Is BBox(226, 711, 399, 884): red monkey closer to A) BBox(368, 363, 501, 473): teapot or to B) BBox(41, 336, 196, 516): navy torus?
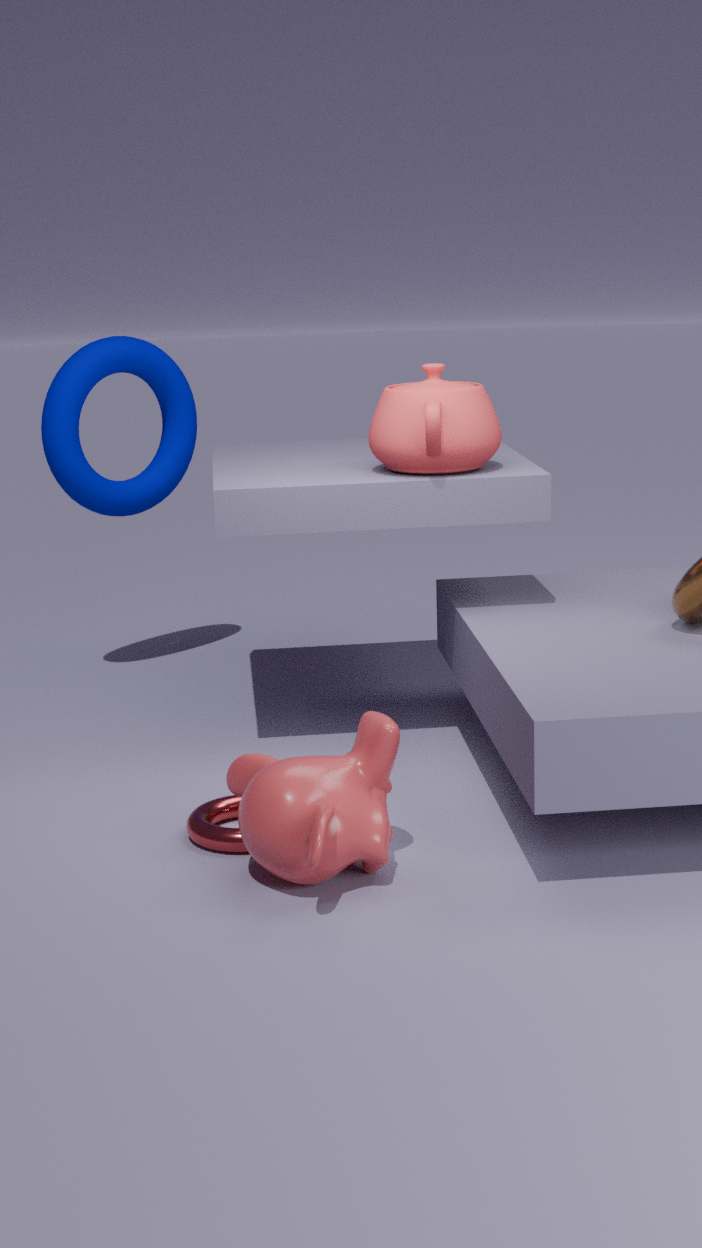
A) BBox(368, 363, 501, 473): teapot
